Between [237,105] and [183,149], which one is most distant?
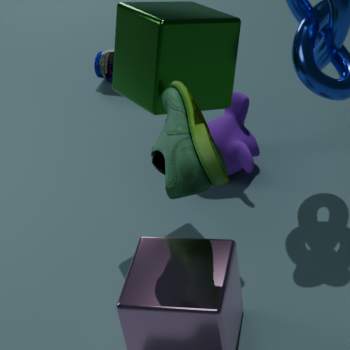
[237,105]
